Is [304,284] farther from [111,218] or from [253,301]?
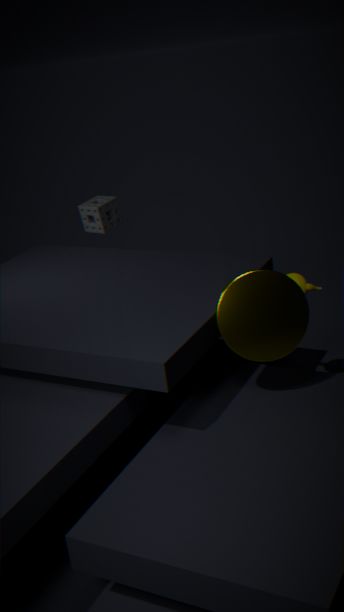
[111,218]
